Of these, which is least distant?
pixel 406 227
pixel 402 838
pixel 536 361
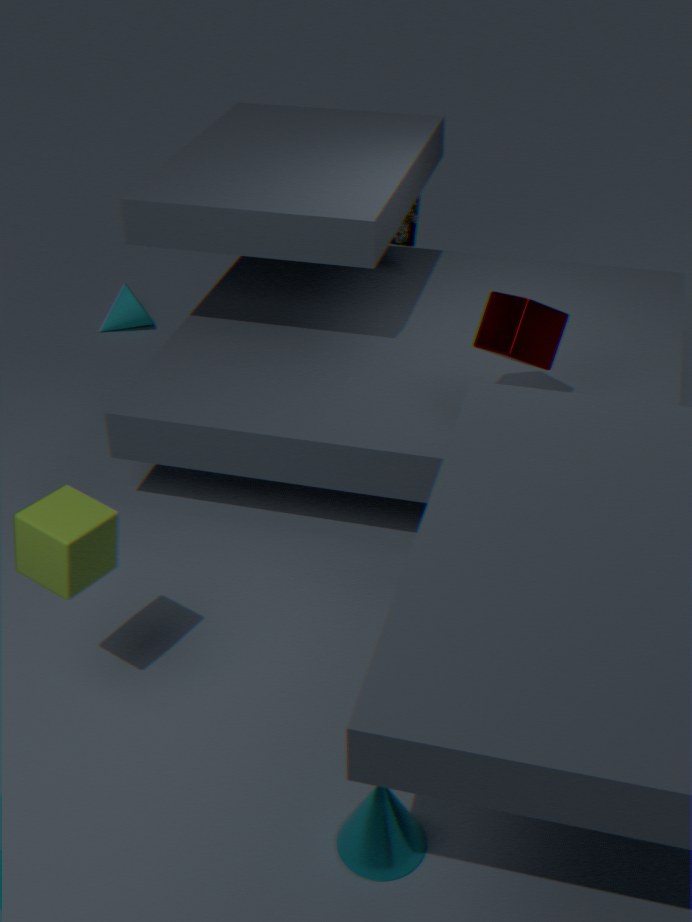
pixel 402 838
